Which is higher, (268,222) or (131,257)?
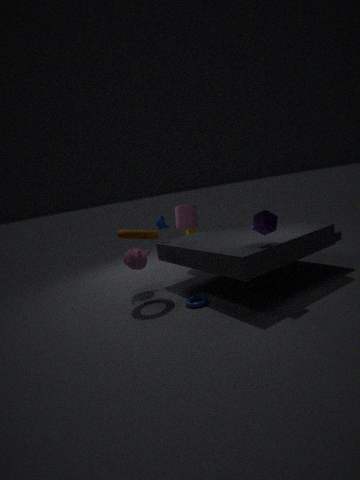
(268,222)
